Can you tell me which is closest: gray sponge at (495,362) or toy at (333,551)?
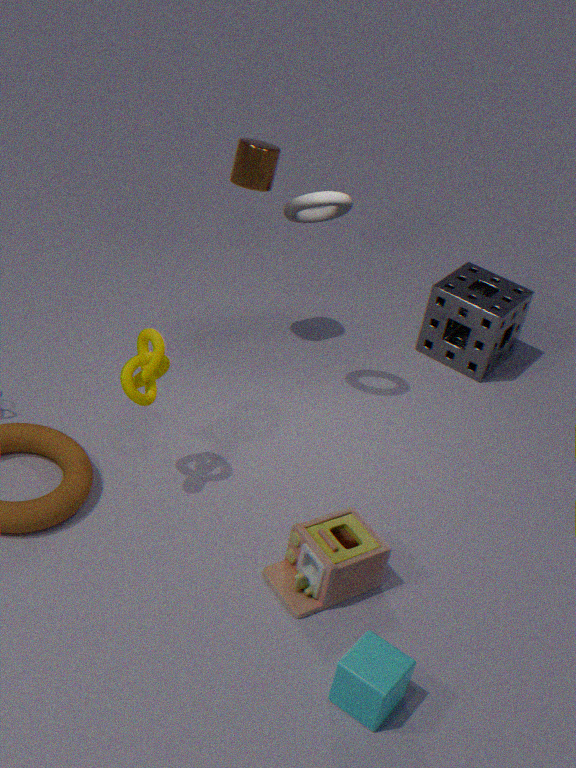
toy at (333,551)
